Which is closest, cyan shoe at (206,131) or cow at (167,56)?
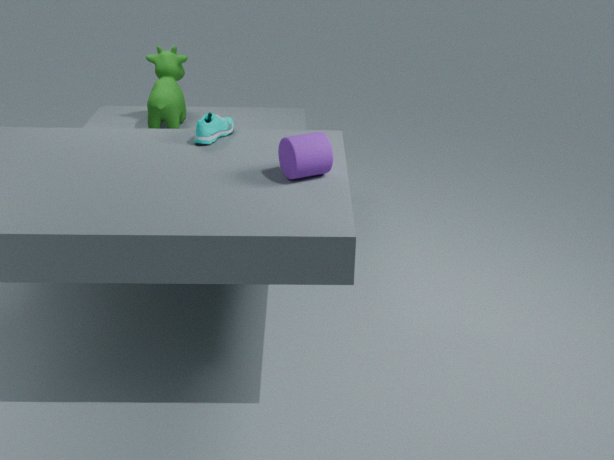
cyan shoe at (206,131)
